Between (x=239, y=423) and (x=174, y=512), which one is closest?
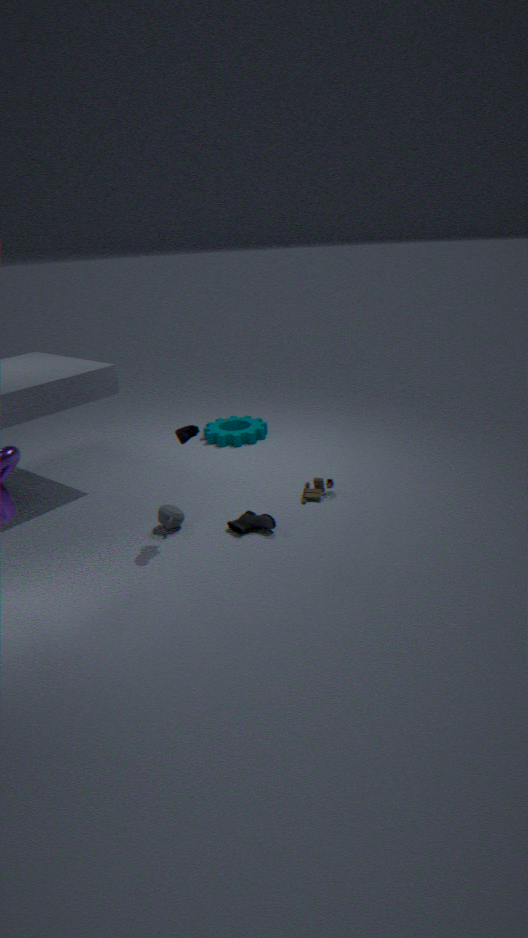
(x=174, y=512)
